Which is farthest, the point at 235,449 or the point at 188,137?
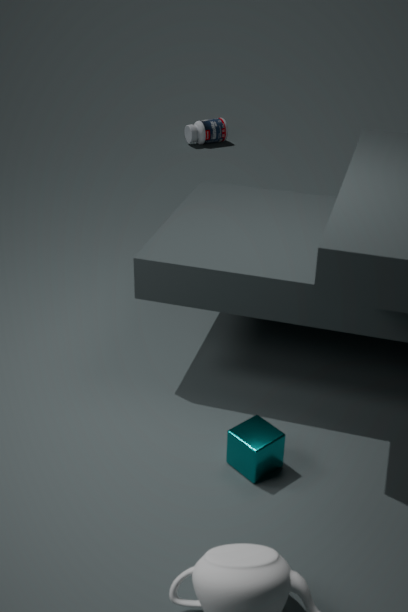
the point at 188,137
